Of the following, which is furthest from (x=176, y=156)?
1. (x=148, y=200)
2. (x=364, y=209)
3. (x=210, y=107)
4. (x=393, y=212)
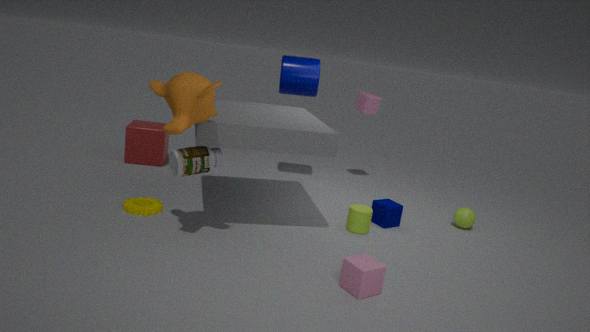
(x=393, y=212)
